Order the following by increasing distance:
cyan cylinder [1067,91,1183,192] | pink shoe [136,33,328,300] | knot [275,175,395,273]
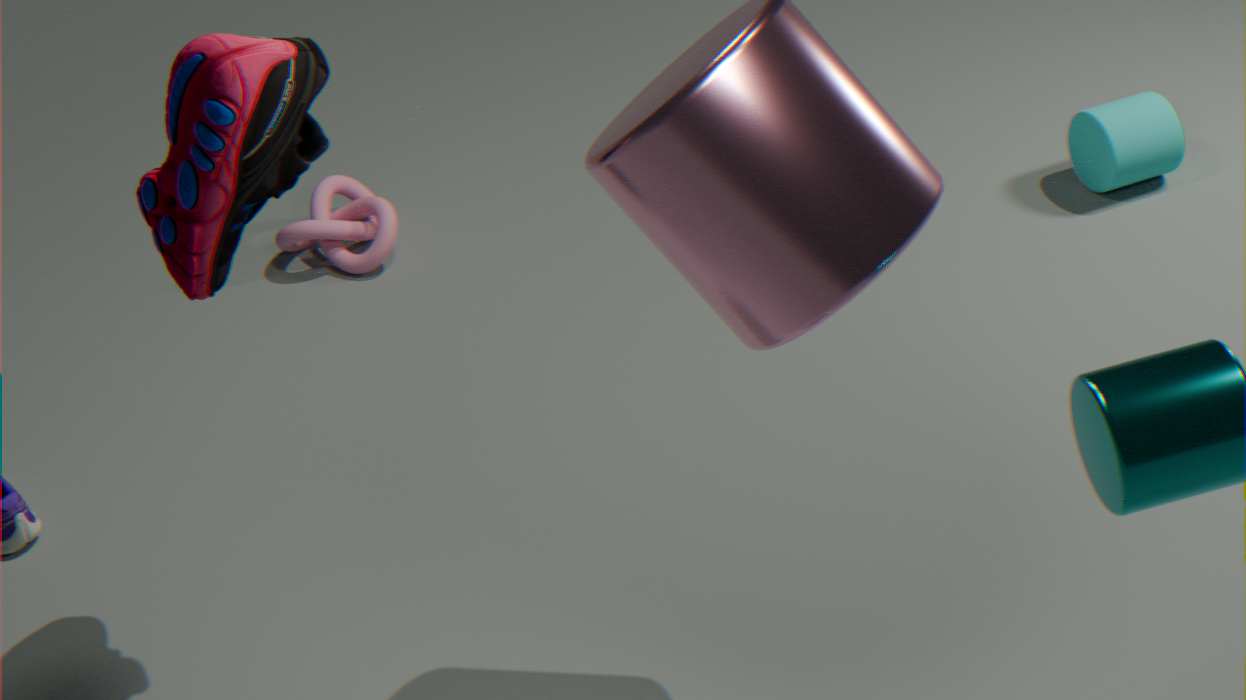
1. pink shoe [136,33,328,300]
2. cyan cylinder [1067,91,1183,192]
3. knot [275,175,395,273]
